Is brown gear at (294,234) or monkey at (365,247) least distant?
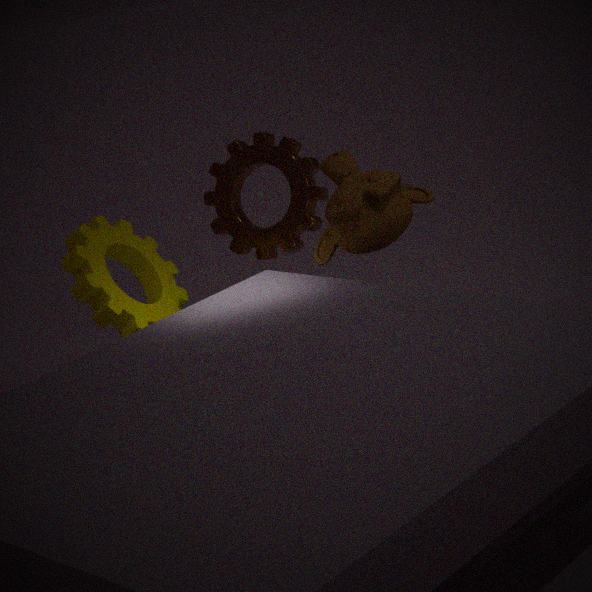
monkey at (365,247)
